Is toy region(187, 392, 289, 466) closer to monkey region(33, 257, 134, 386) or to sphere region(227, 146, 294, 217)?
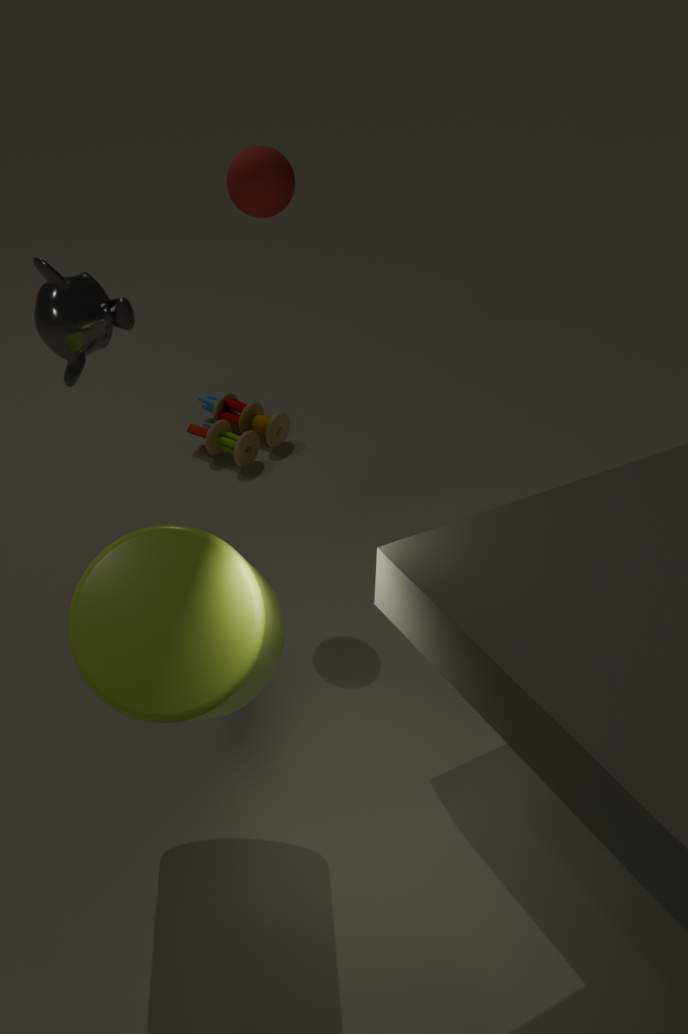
sphere region(227, 146, 294, 217)
